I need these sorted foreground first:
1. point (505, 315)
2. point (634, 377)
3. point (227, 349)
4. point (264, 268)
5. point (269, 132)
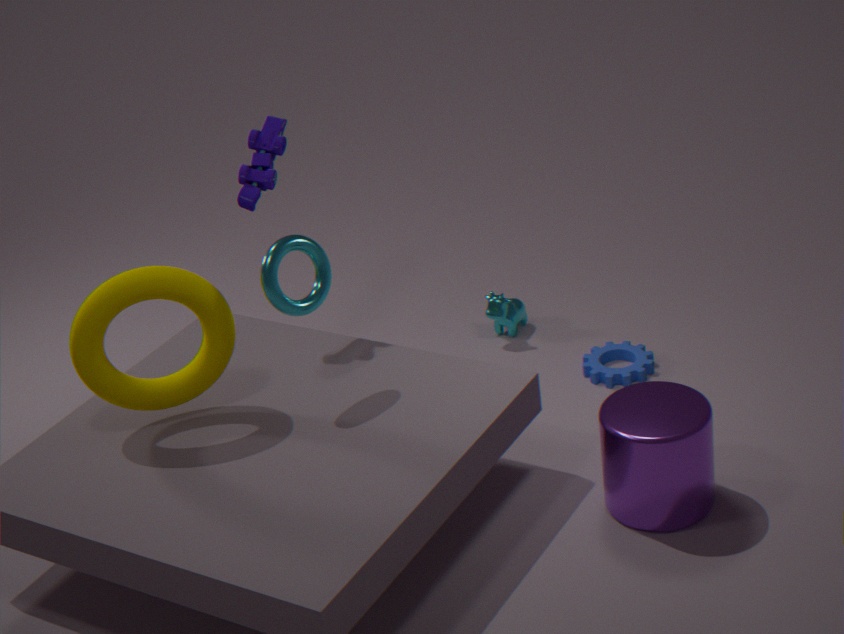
point (264, 268) → point (227, 349) → point (269, 132) → point (634, 377) → point (505, 315)
